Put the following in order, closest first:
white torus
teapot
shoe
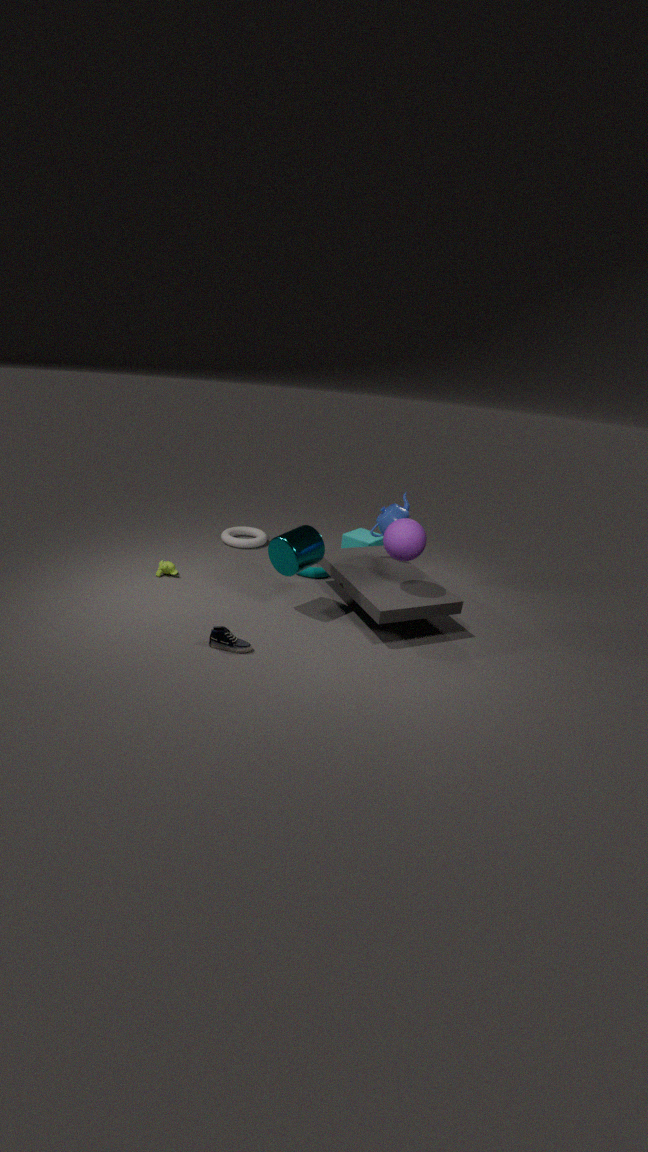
shoe → teapot → white torus
